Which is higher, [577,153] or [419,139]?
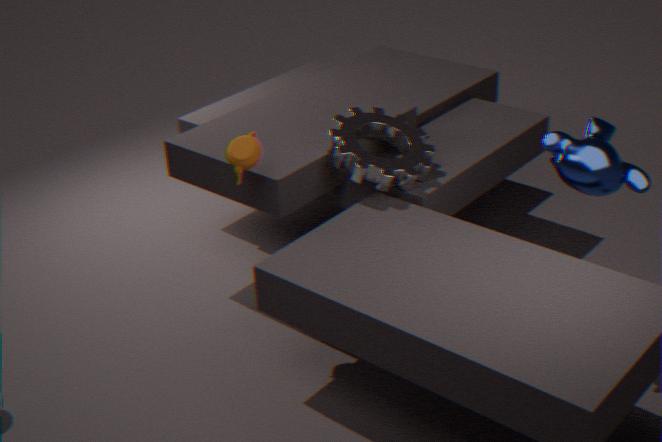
[577,153]
